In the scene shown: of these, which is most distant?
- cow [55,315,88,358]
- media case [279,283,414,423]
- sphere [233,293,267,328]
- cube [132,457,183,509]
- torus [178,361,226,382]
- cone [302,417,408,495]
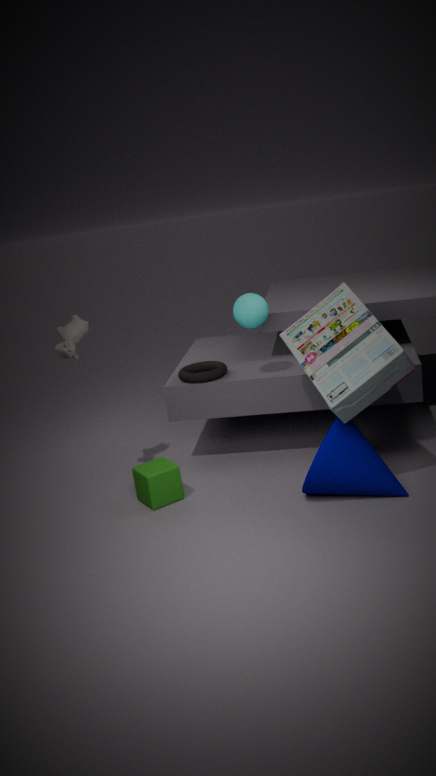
torus [178,361,226,382]
